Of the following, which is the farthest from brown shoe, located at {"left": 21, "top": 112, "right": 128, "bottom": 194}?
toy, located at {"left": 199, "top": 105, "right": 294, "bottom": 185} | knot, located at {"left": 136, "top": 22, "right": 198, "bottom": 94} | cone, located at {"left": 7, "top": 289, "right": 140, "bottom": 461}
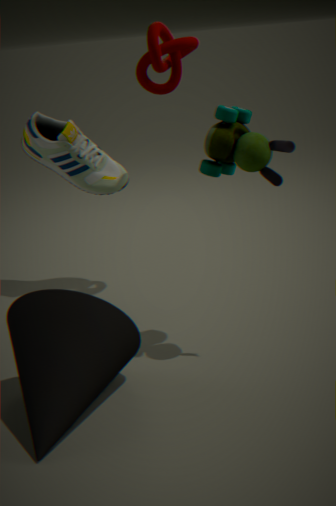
cone, located at {"left": 7, "top": 289, "right": 140, "bottom": 461}
